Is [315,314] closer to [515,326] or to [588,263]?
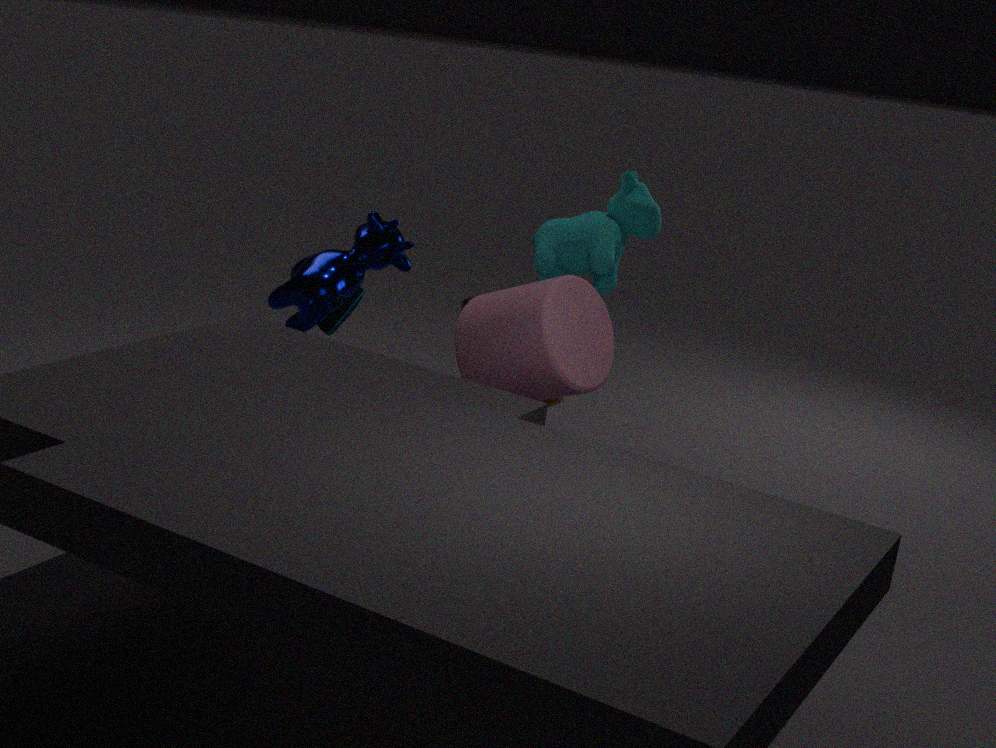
[515,326]
